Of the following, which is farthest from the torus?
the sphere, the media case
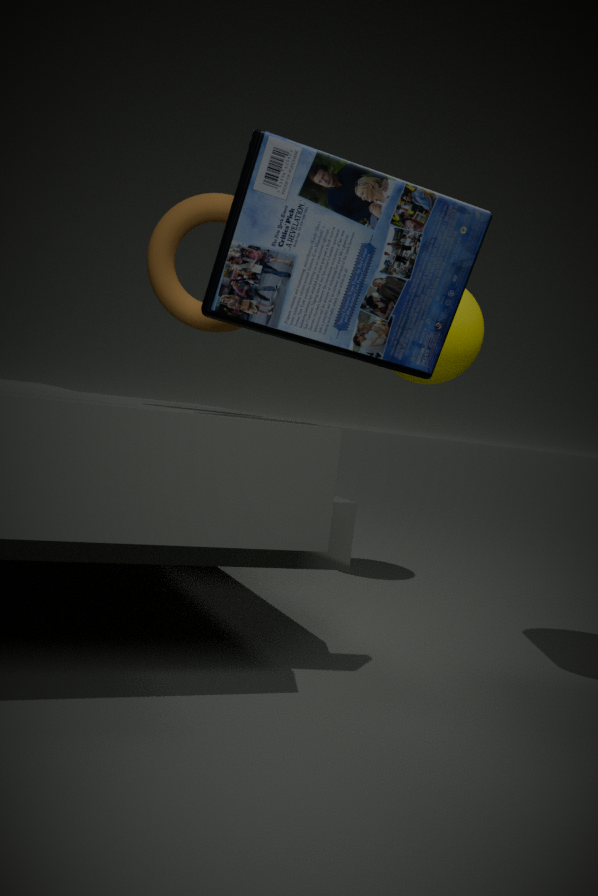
the sphere
